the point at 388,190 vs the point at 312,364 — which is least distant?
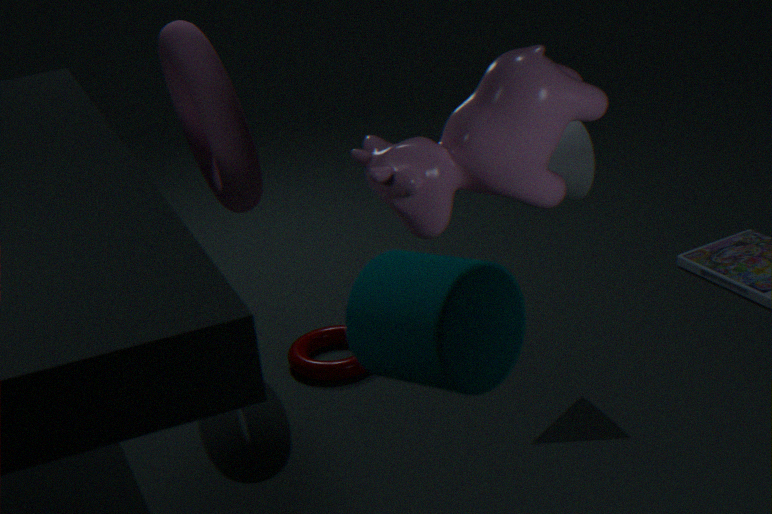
the point at 388,190
